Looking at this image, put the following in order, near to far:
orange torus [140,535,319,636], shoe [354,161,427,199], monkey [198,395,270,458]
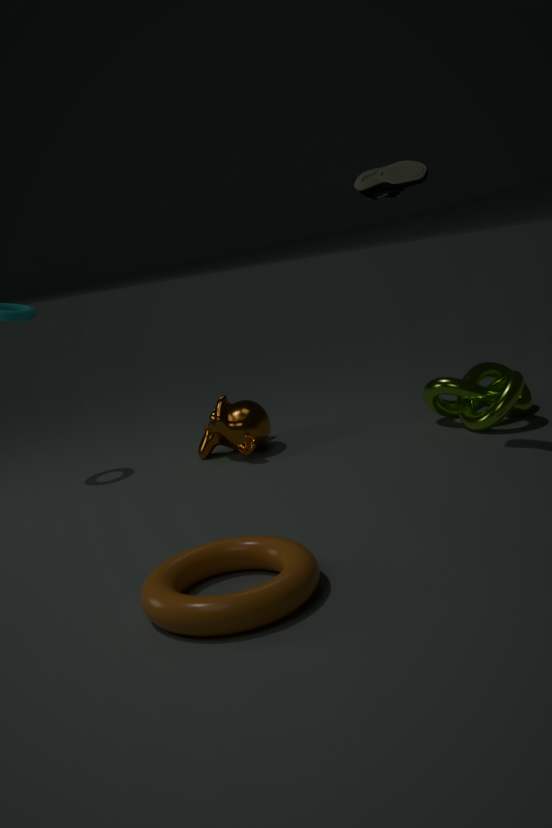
orange torus [140,535,319,636] → shoe [354,161,427,199] → monkey [198,395,270,458]
